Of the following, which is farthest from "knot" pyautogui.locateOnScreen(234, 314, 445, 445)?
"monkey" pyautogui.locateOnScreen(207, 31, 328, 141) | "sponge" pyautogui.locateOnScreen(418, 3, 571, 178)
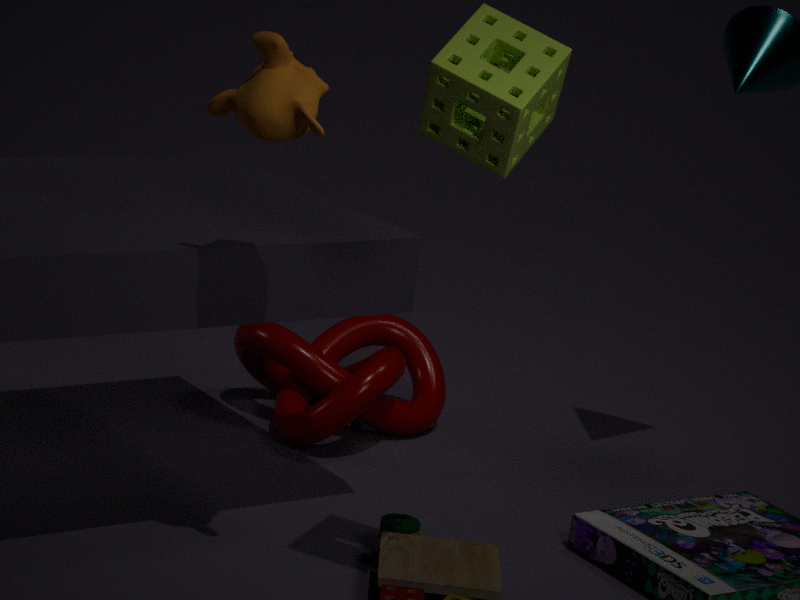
"sponge" pyautogui.locateOnScreen(418, 3, 571, 178)
